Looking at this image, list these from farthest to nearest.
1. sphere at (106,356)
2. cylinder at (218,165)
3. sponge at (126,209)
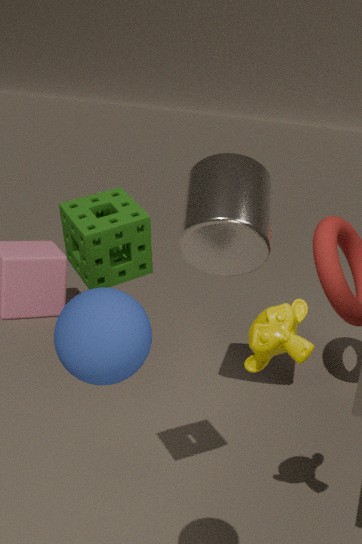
cylinder at (218,165)
sponge at (126,209)
sphere at (106,356)
